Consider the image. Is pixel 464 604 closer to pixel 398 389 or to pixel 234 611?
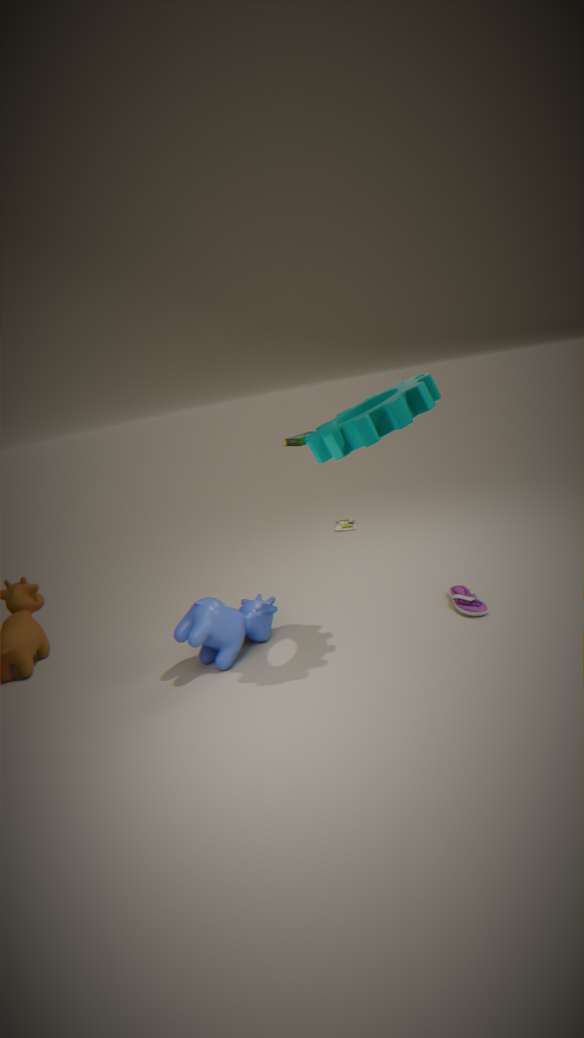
pixel 398 389
